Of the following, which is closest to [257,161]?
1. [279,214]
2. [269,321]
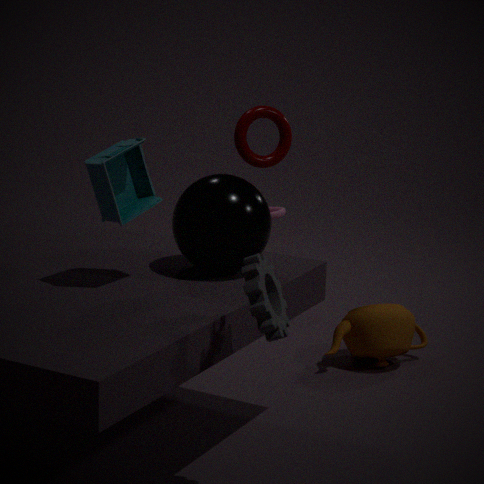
[279,214]
